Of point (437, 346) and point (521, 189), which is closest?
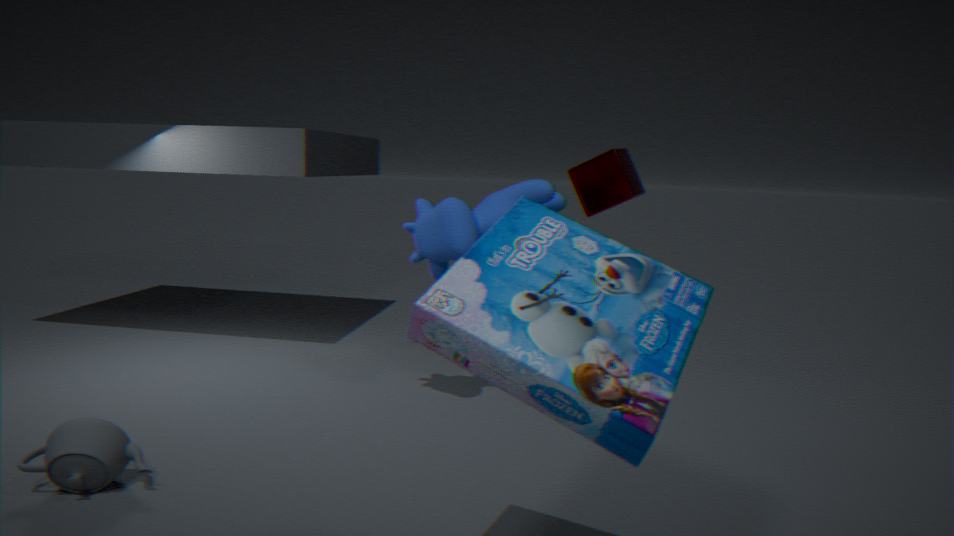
point (437, 346)
